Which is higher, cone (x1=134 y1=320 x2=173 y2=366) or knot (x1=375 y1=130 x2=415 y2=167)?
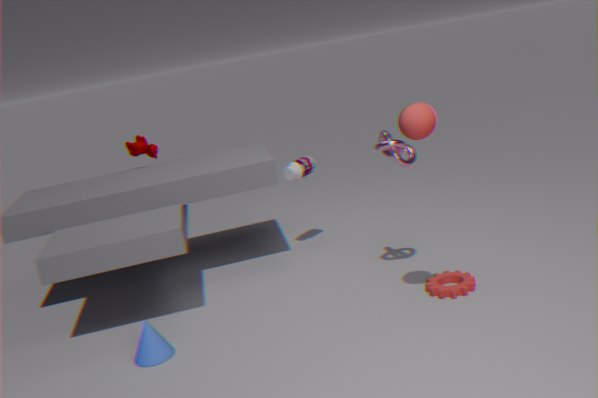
knot (x1=375 y1=130 x2=415 y2=167)
